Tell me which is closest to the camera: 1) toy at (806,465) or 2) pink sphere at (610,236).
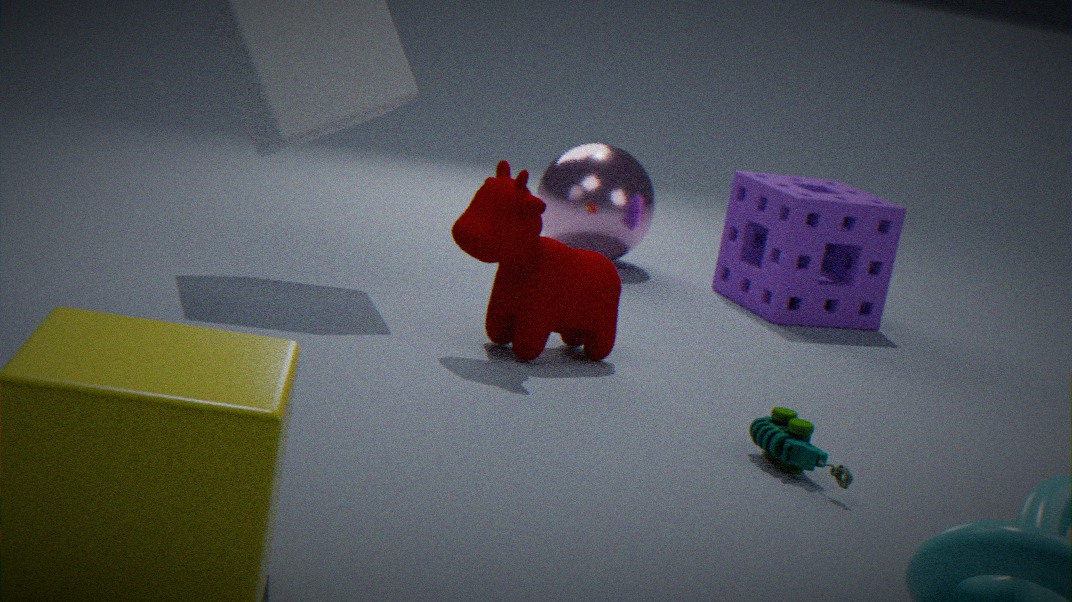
1. toy at (806,465)
